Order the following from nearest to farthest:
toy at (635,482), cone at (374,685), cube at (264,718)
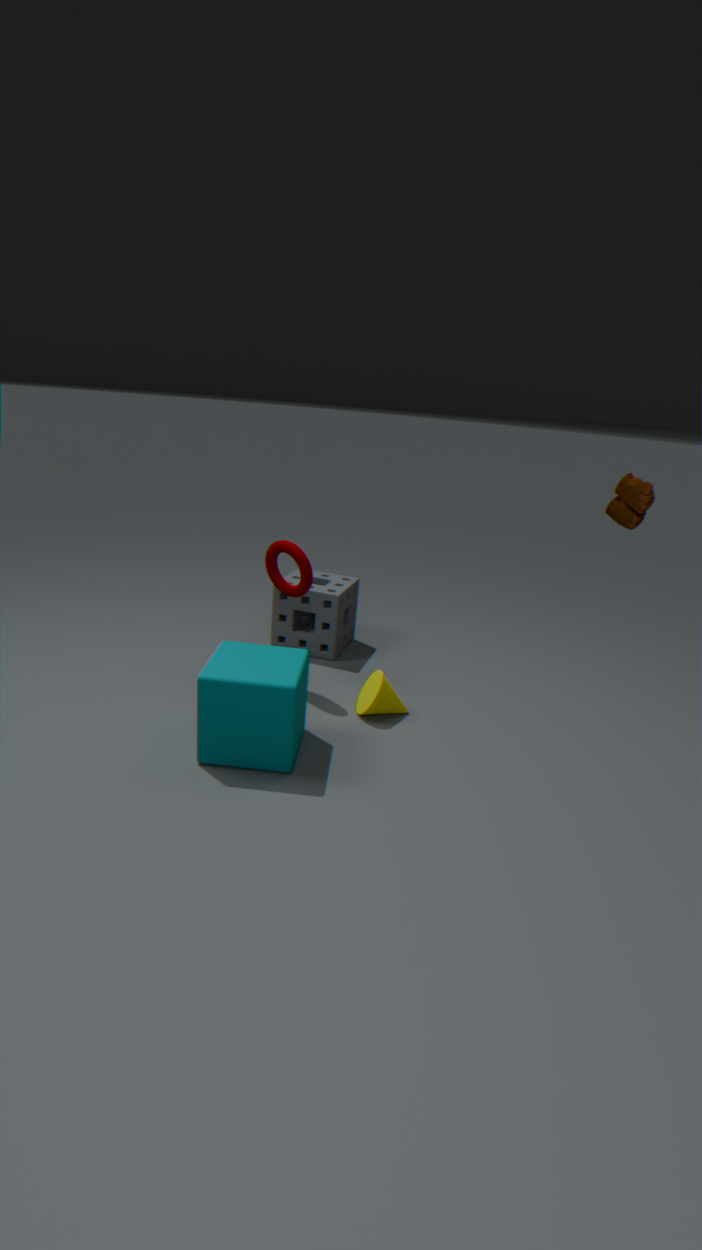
toy at (635,482) → cube at (264,718) → cone at (374,685)
